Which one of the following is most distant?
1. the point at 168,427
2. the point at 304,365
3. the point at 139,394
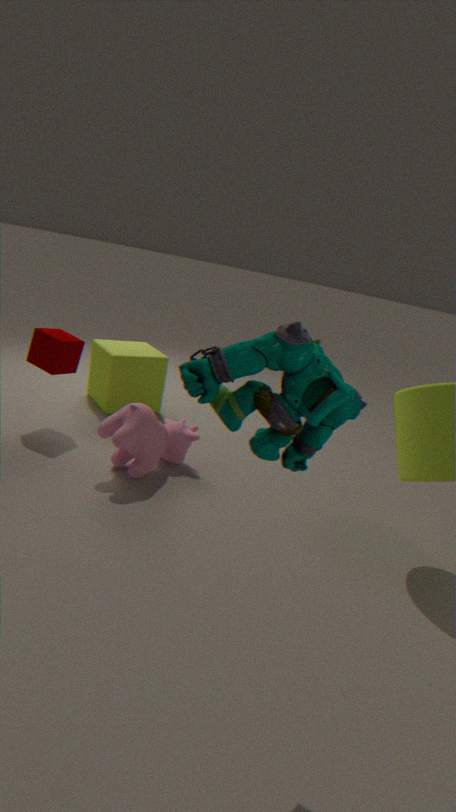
the point at 139,394
